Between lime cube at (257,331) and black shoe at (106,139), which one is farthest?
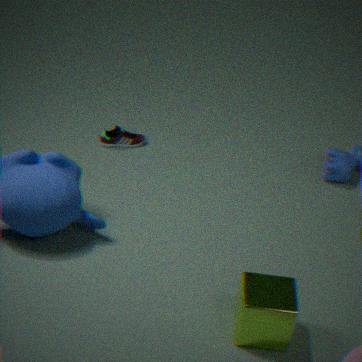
black shoe at (106,139)
